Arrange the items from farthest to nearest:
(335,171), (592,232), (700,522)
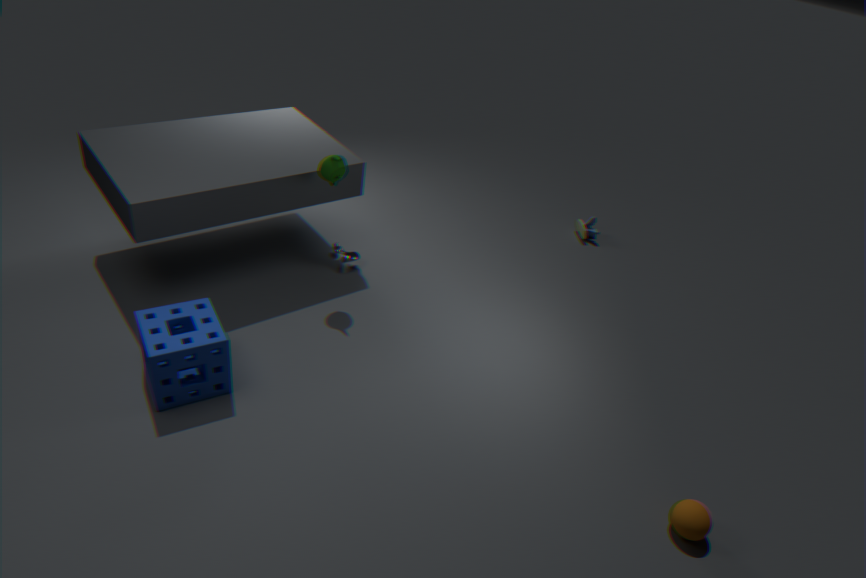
(592,232) → (335,171) → (700,522)
